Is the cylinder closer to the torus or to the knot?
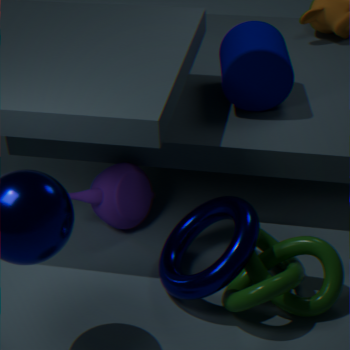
the torus
